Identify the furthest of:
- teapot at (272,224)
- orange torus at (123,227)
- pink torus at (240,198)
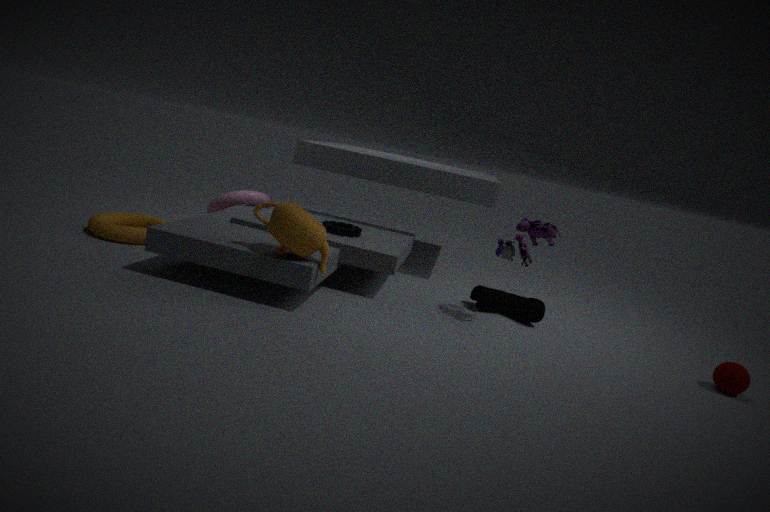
pink torus at (240,198)
